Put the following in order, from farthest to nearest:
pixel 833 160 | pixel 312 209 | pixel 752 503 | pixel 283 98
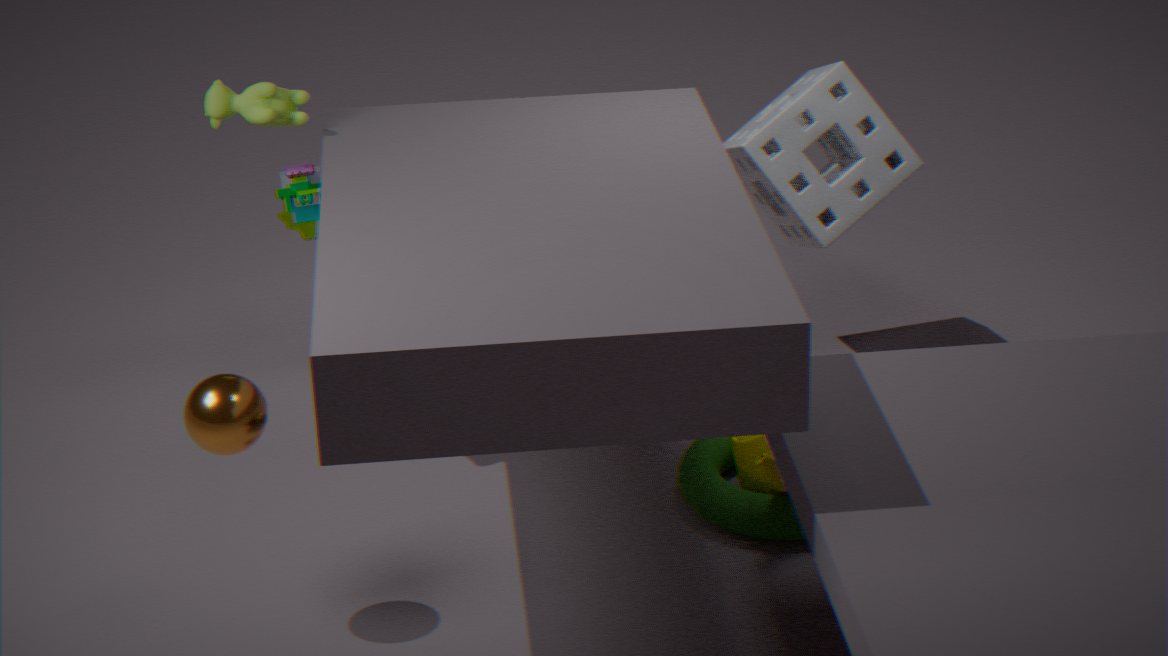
pixel 833 160 < pixel 312 209 < pixel 283 98 < pixel 752 503
